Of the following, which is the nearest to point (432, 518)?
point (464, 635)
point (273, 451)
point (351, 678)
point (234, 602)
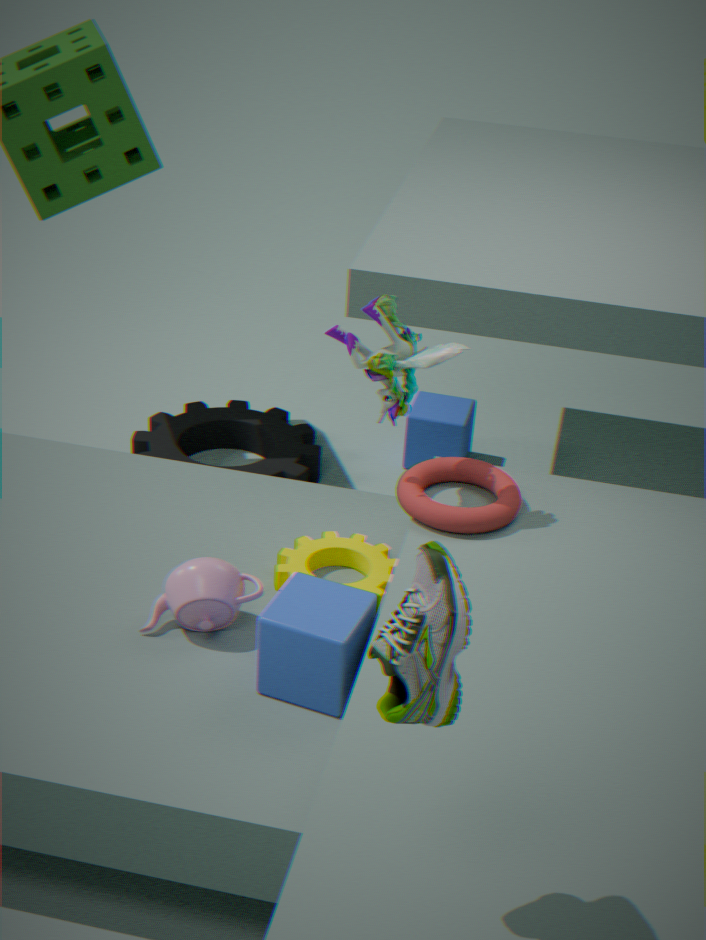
point (351, 678)
